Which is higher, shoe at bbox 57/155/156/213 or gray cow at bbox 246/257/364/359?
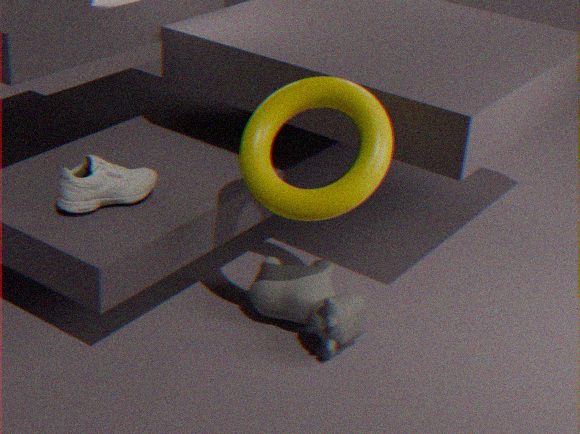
shoe at bbox 57/155/156/213
